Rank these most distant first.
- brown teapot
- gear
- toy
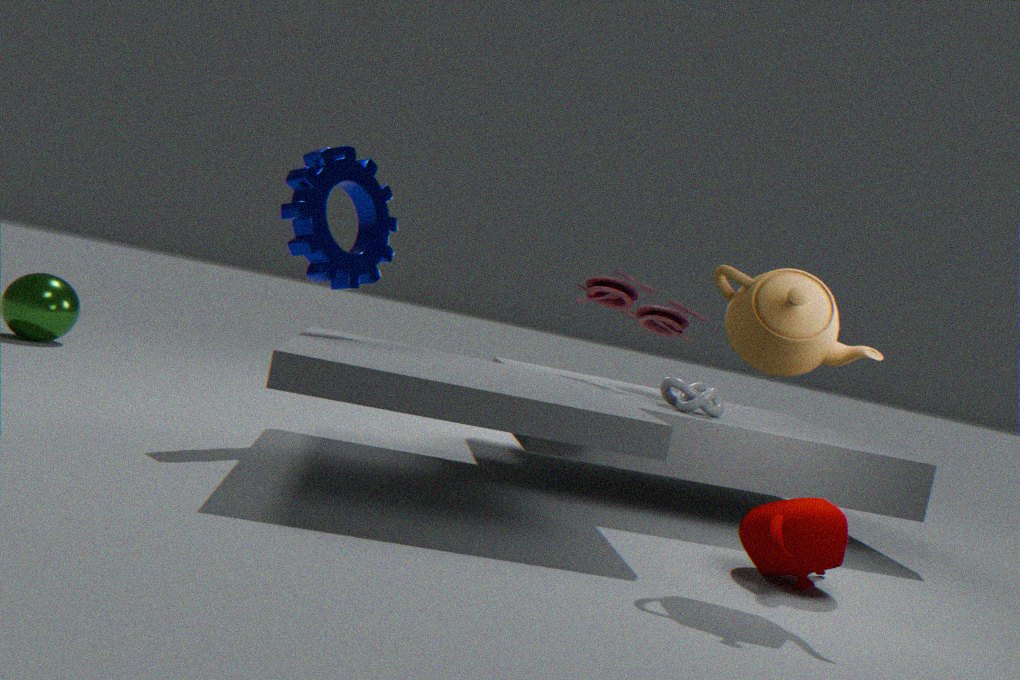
1. toy
2. gear
3. brown teapot
